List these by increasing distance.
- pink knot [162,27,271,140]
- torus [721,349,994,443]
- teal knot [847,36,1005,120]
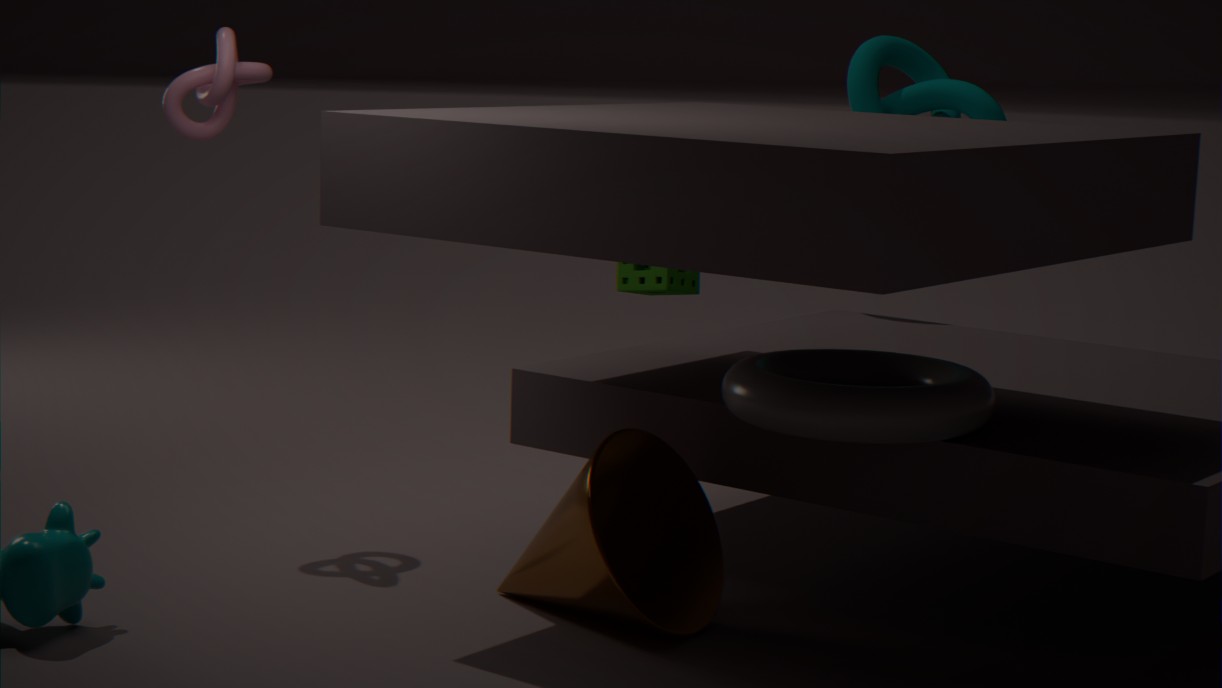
torus [721,349,994,443], pink knot [162,27,271,140], teal knot [847,36,1005,120]
